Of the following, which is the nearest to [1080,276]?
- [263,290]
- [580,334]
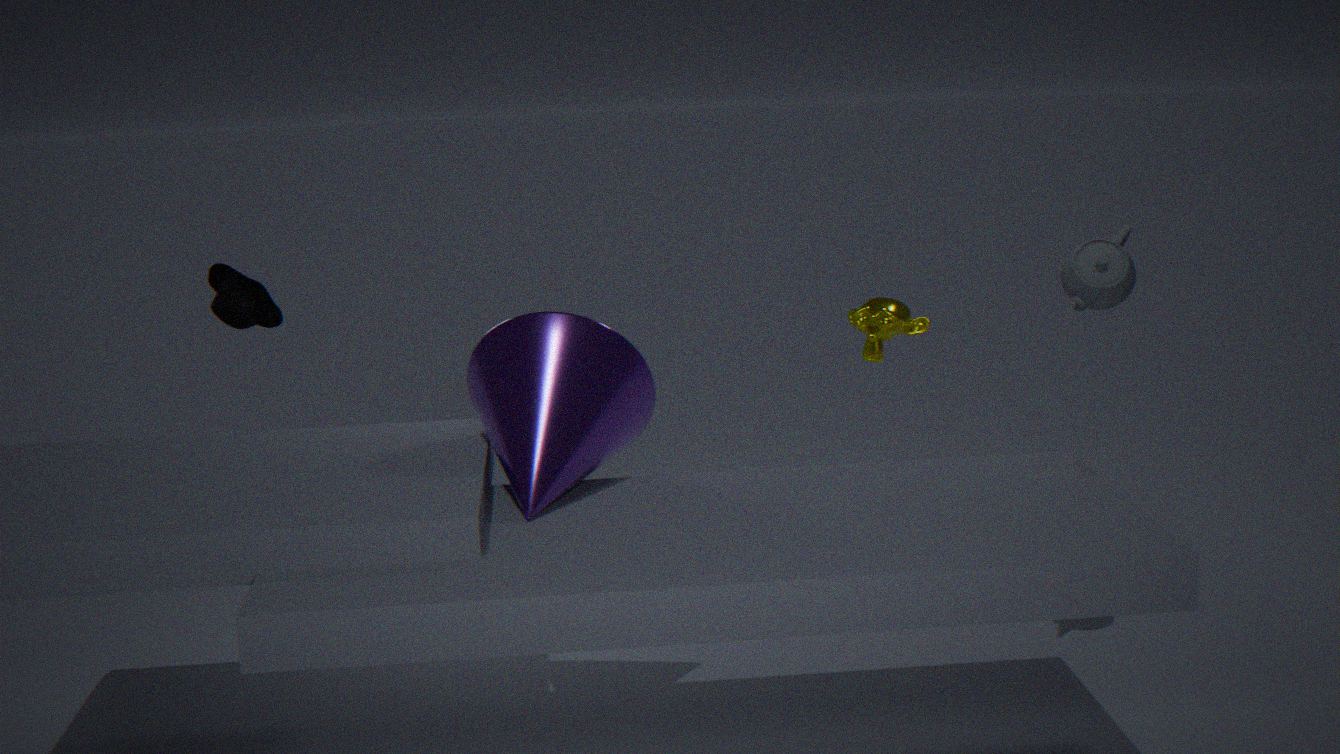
[580,334]
